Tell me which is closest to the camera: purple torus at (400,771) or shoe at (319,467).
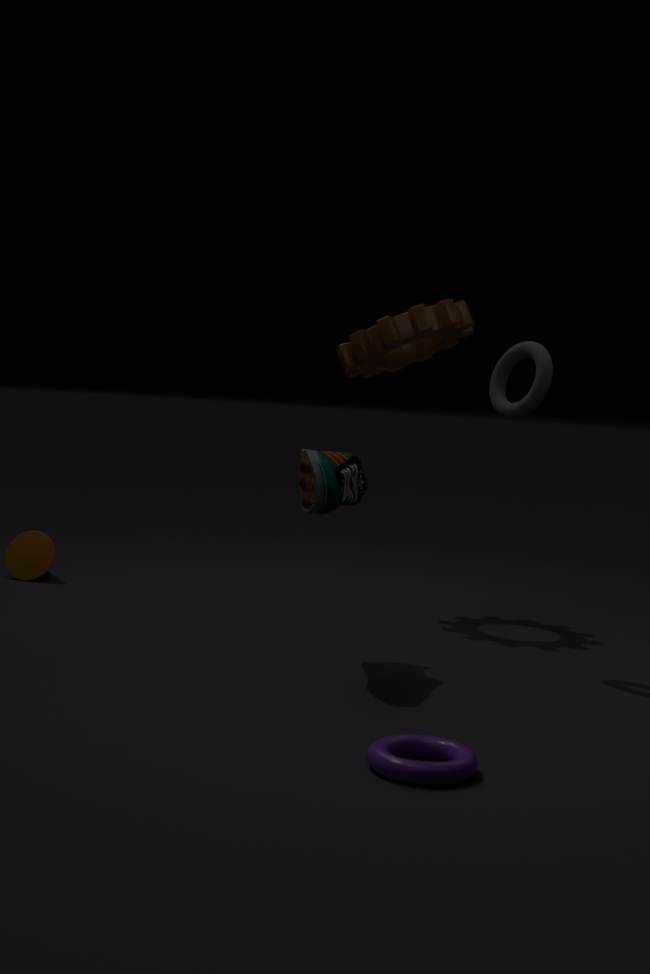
purple torus at (400,771)
